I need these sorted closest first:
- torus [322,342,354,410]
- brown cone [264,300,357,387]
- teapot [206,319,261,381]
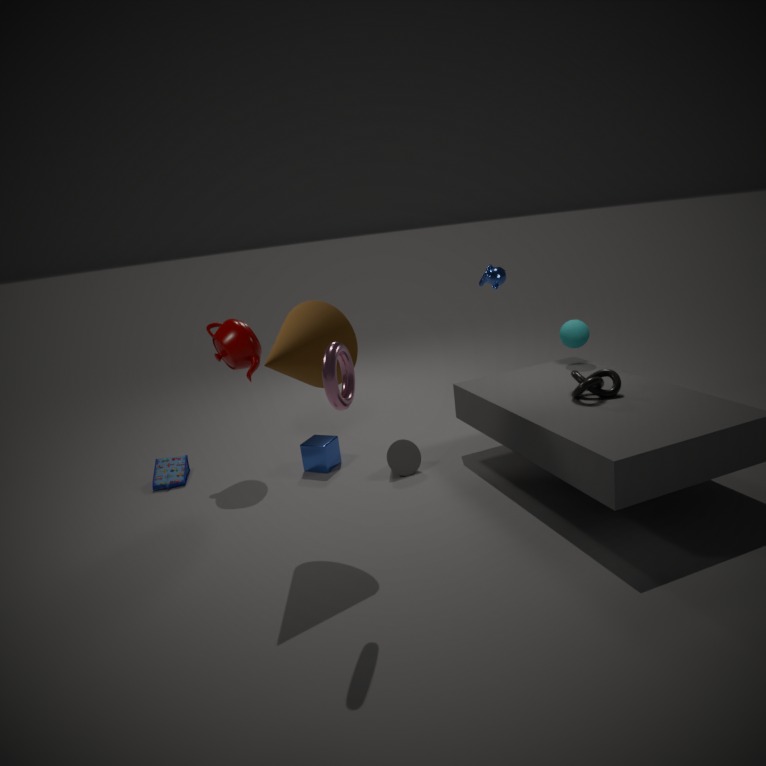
torus [322,342,354,410], brown cone [264,300,357,387], teapot [206,319,261,381]
